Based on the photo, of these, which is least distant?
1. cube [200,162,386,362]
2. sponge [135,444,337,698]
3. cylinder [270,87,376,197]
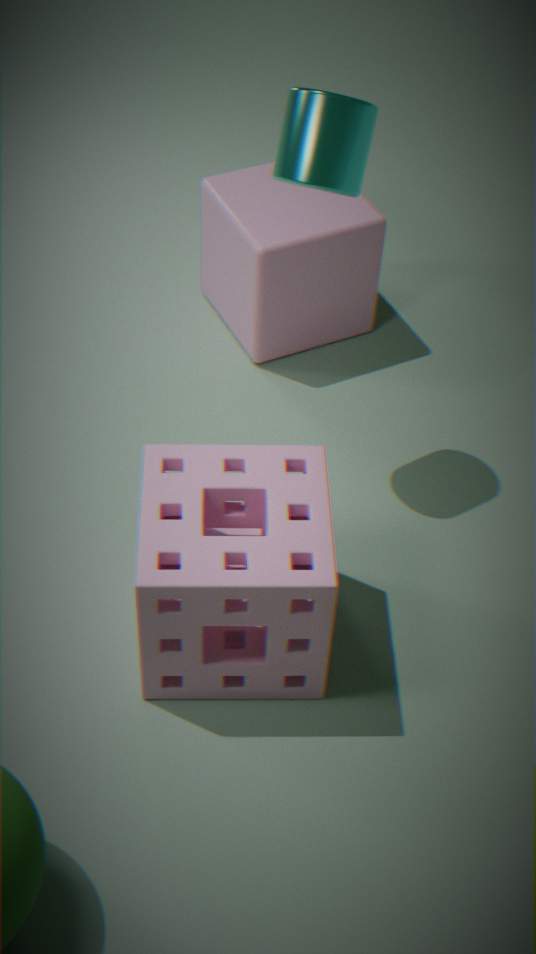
→ sponge [135,444,337,698]
